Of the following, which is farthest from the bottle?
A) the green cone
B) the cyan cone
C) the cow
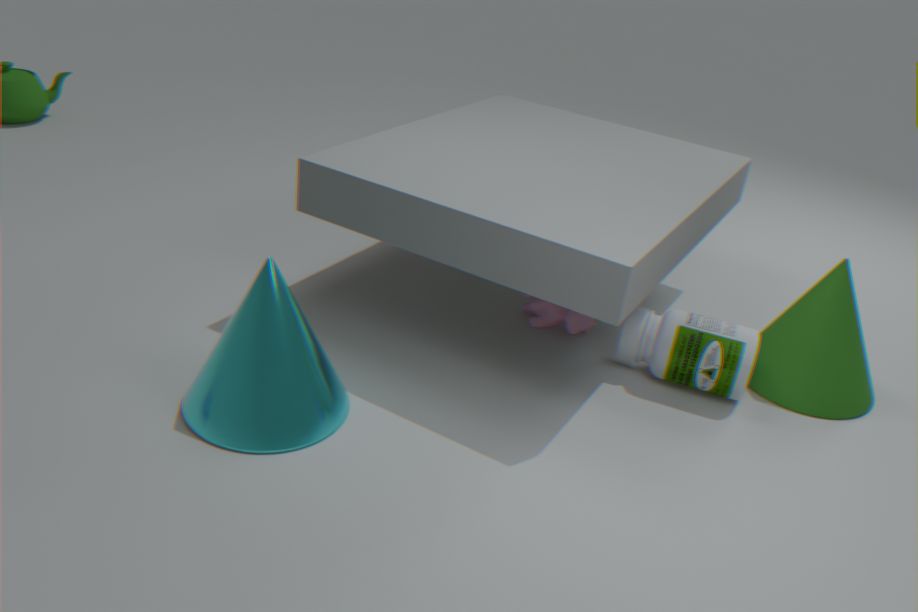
the cyan cone
